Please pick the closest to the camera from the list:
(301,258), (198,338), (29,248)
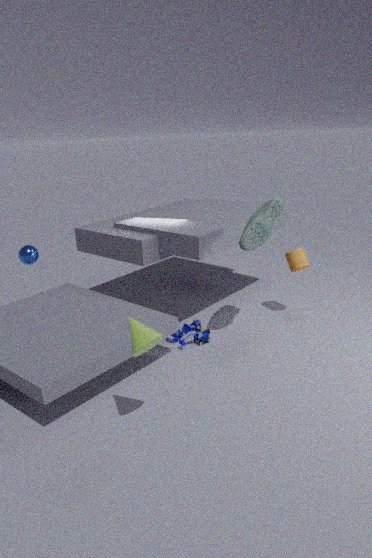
(198,338)
